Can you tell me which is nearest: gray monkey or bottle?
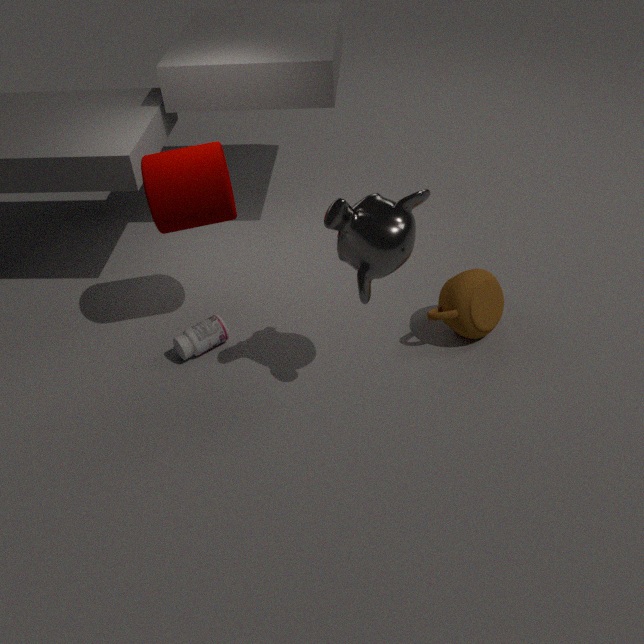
gray monkey
